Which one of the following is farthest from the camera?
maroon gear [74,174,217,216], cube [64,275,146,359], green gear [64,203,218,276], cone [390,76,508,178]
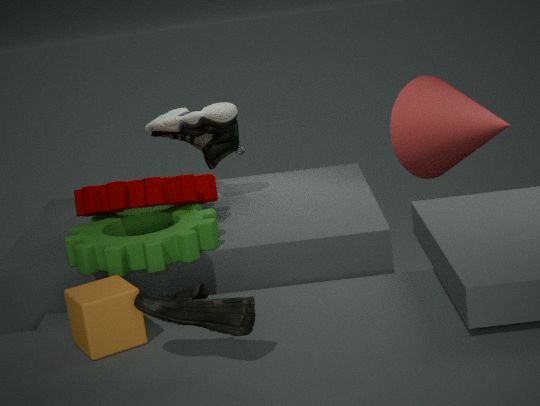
cone [390,76,508,178]
